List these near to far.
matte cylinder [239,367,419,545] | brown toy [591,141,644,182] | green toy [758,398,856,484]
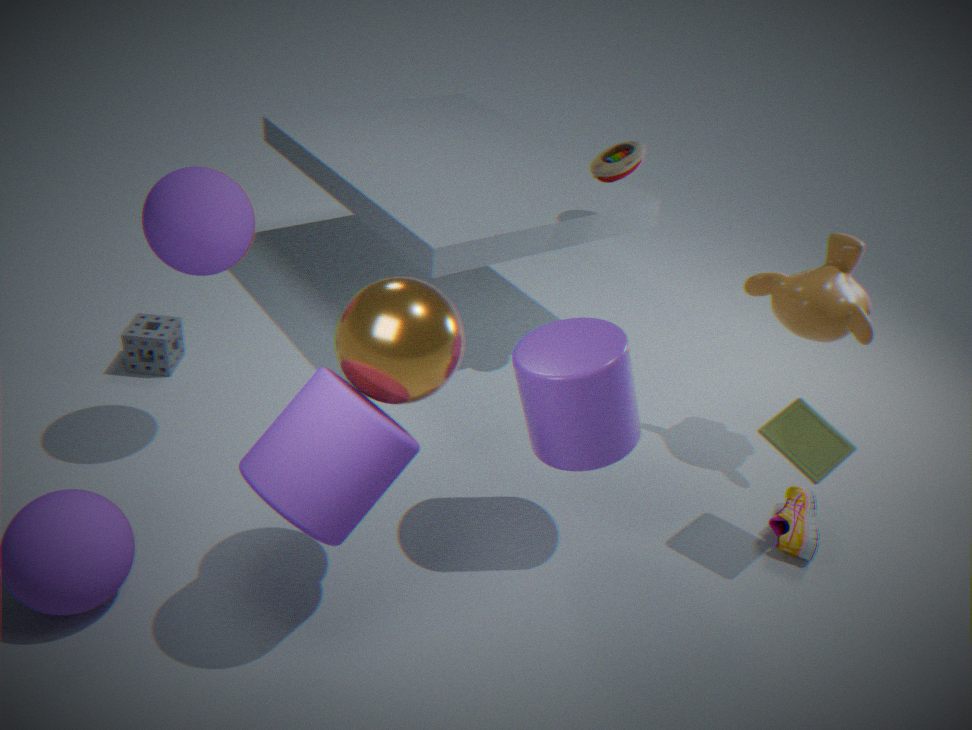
matte cylinder [239,367,419,545] < green toy [758,398,856,484] < brown toy [591,141,644,182]
